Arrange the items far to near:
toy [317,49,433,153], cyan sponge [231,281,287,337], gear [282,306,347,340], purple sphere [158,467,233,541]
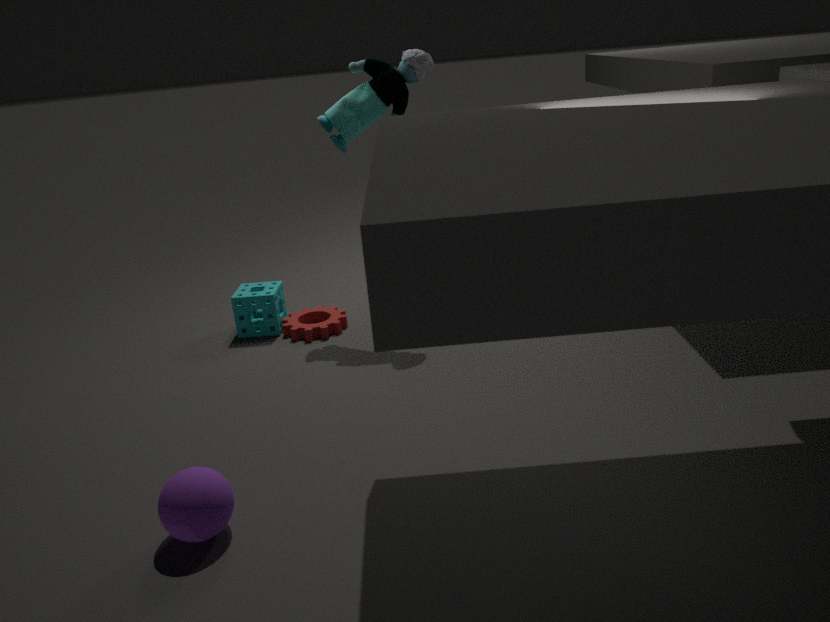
1. cyan sponge [231,281,287,337]
2. gear [282,306,347,340]
3. toy [317,49,433,153]
4. purple sphere [158,467,233,541]
